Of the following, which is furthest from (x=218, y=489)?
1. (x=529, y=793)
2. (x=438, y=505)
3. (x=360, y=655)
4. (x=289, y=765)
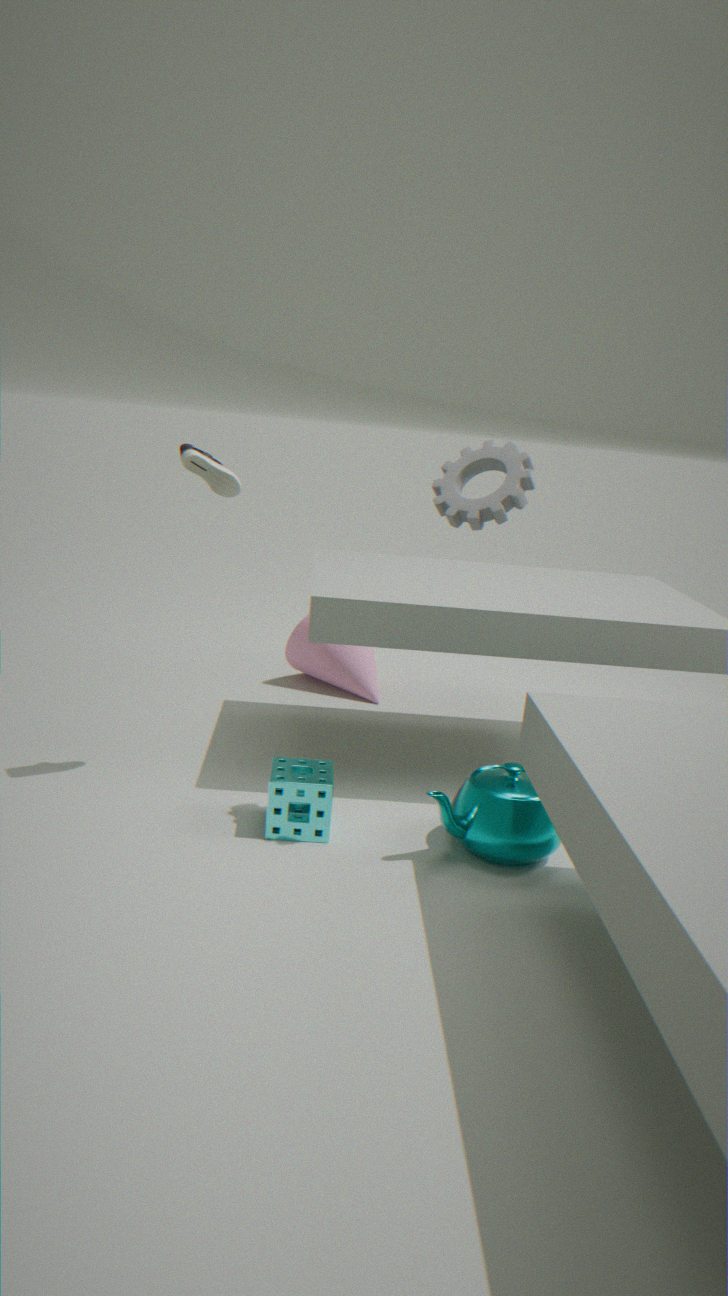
(x=360, y=655)
